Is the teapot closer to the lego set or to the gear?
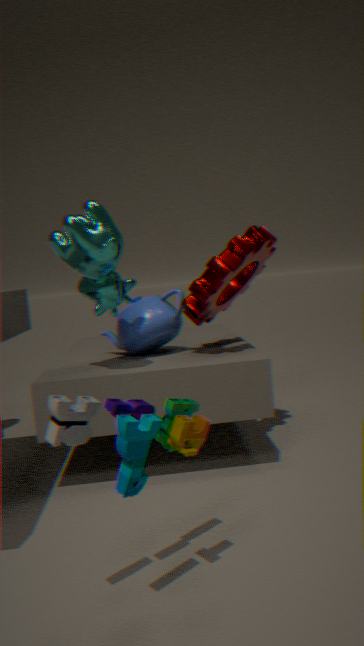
the gear
